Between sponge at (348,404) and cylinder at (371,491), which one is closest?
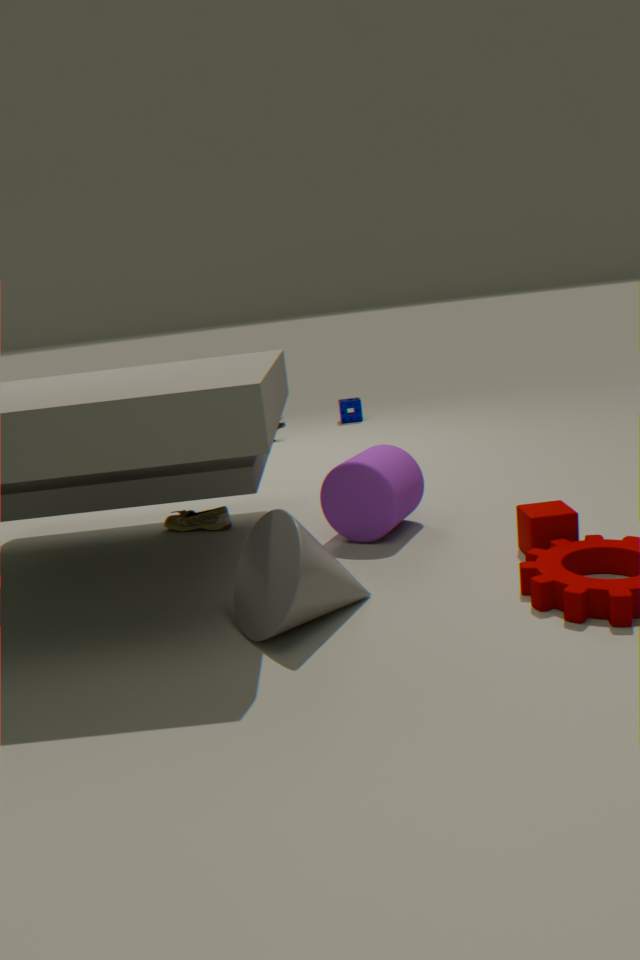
cylinder at (371,491)
